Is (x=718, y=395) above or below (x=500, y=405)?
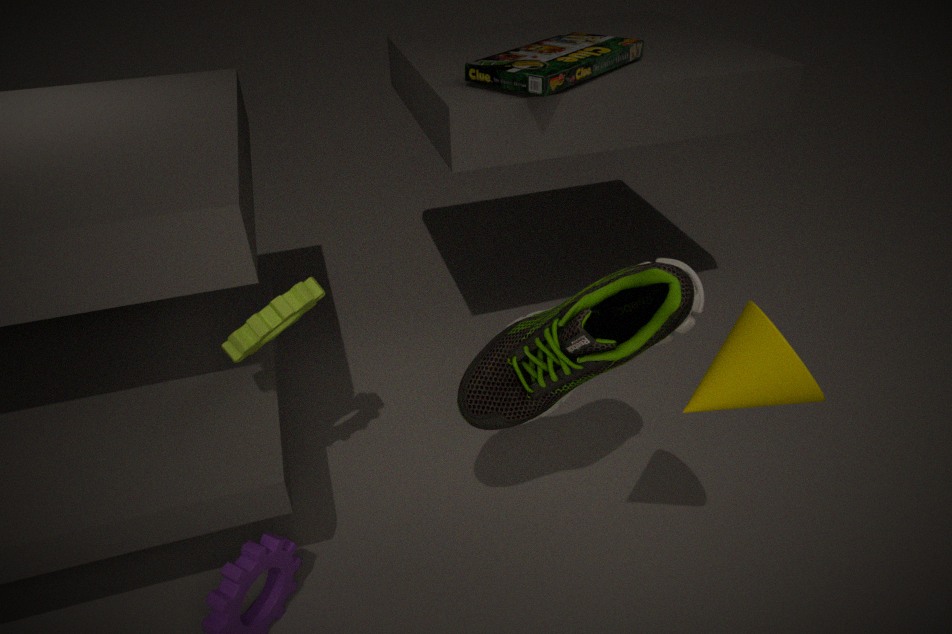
above
